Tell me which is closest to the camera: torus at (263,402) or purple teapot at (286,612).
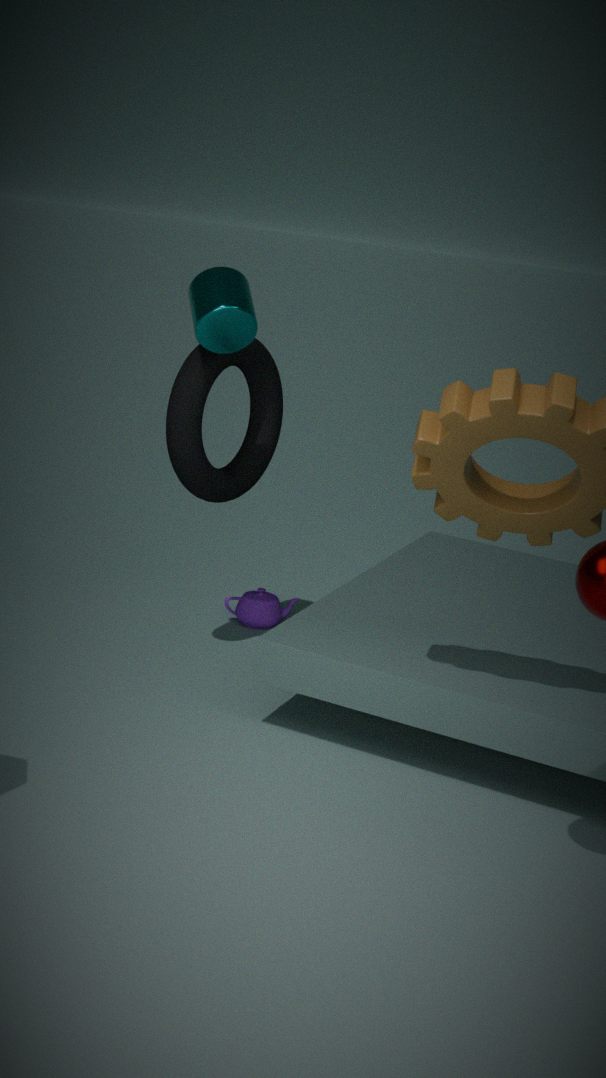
torus at (263,402)
